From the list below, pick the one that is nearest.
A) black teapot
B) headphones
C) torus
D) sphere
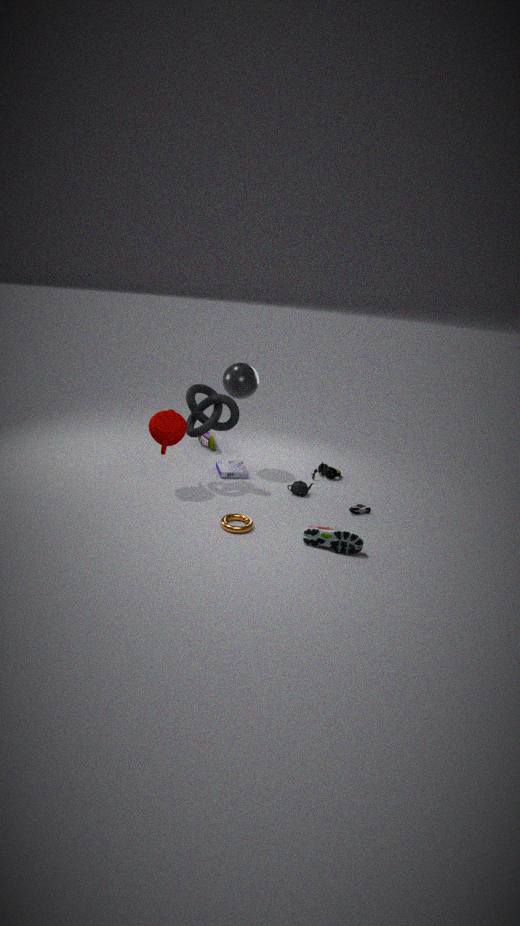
torus
